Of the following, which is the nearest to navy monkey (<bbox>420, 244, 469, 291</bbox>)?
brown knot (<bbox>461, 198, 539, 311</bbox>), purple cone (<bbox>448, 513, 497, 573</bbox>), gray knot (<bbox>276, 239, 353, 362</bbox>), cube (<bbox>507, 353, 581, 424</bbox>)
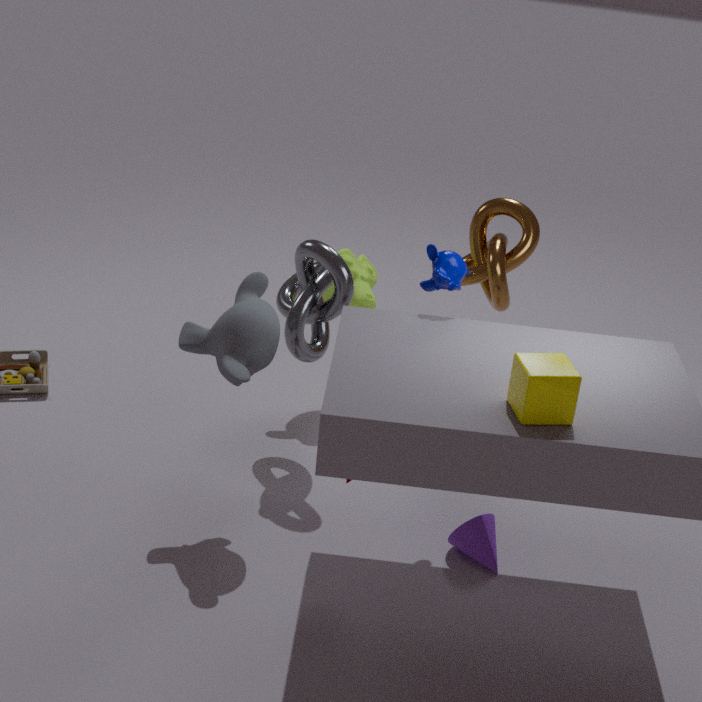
gray knot (<bbox>276, 239, 353, 362</bbox>)
